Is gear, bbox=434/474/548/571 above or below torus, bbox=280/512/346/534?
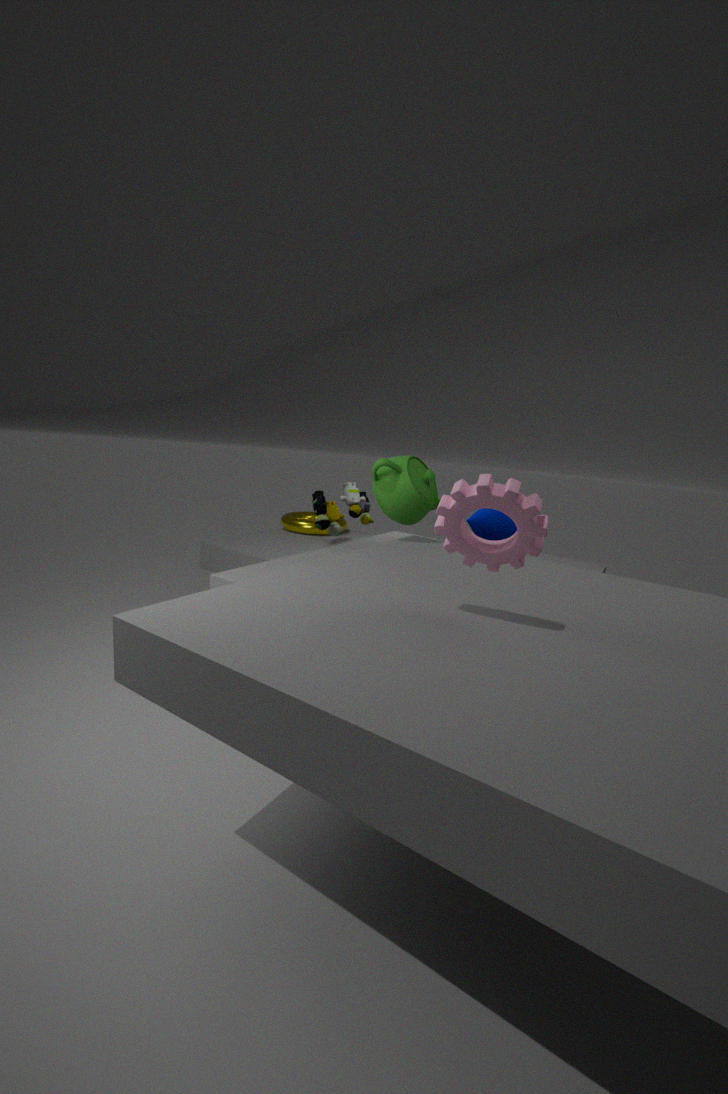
above
